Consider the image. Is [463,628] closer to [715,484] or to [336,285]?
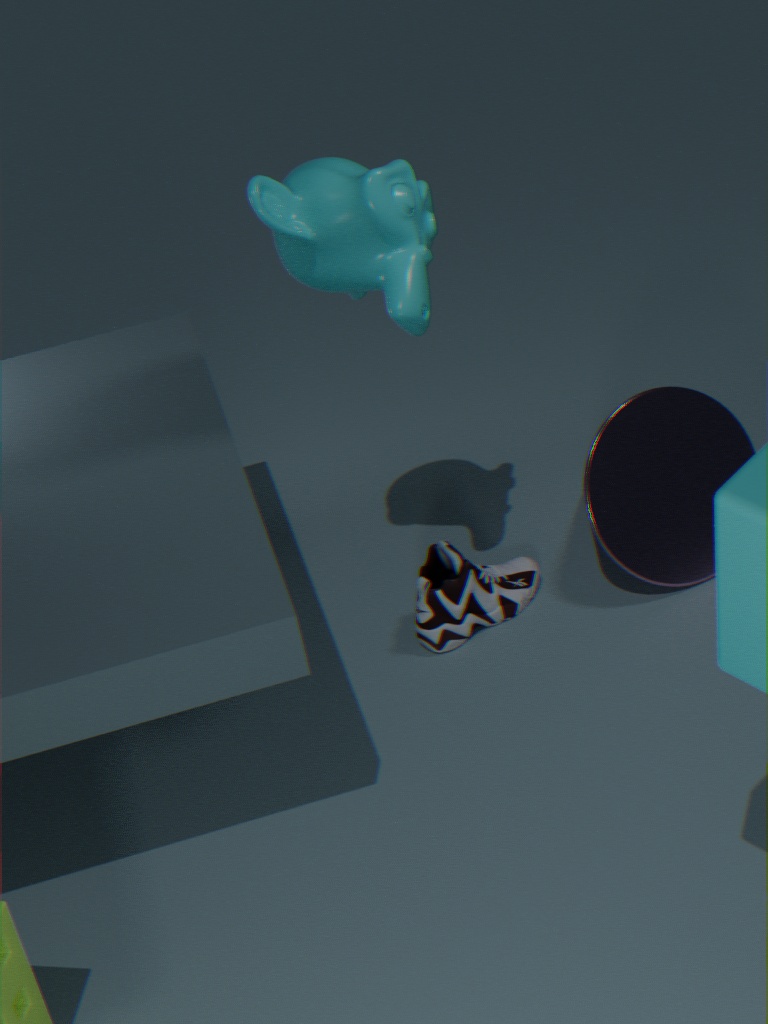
[715,484]
